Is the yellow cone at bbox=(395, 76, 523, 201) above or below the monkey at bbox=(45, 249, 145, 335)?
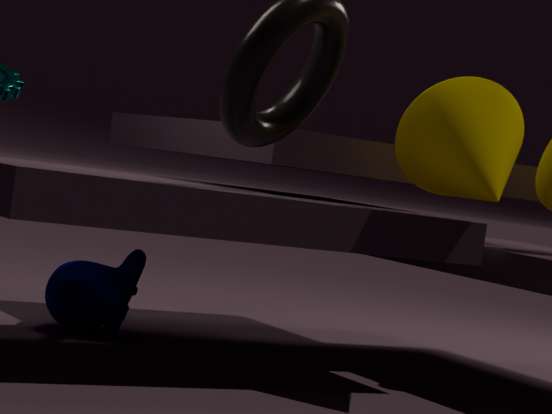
above
